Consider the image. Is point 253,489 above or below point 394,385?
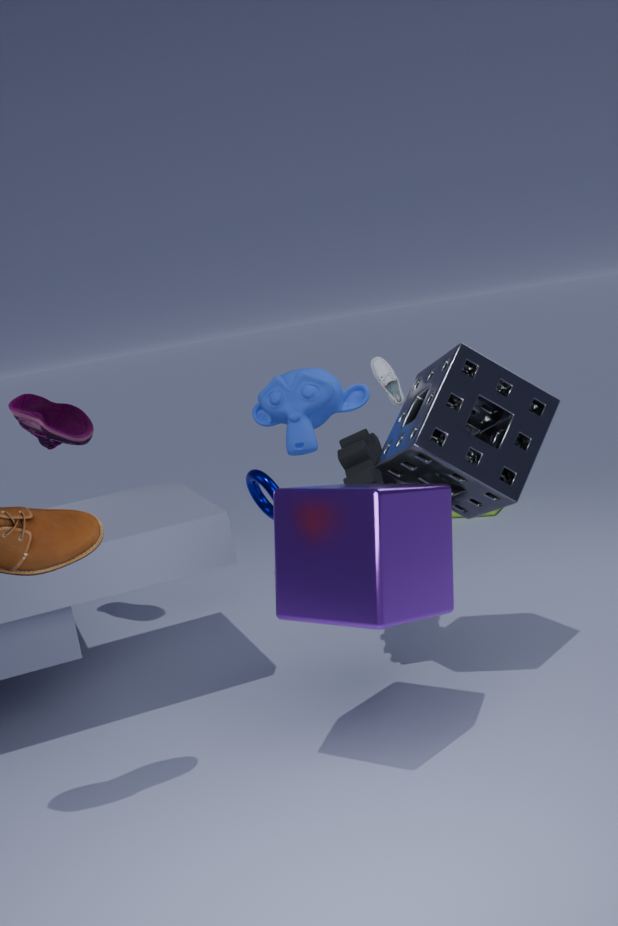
below
